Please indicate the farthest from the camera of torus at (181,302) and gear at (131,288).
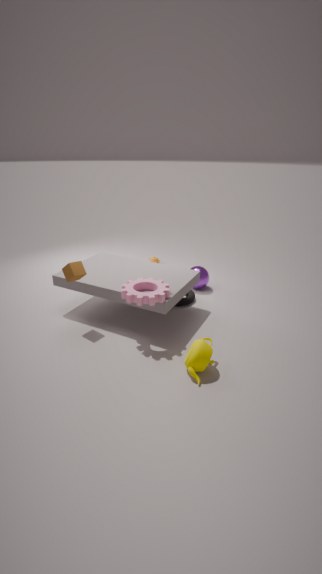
torus at (181,302)
